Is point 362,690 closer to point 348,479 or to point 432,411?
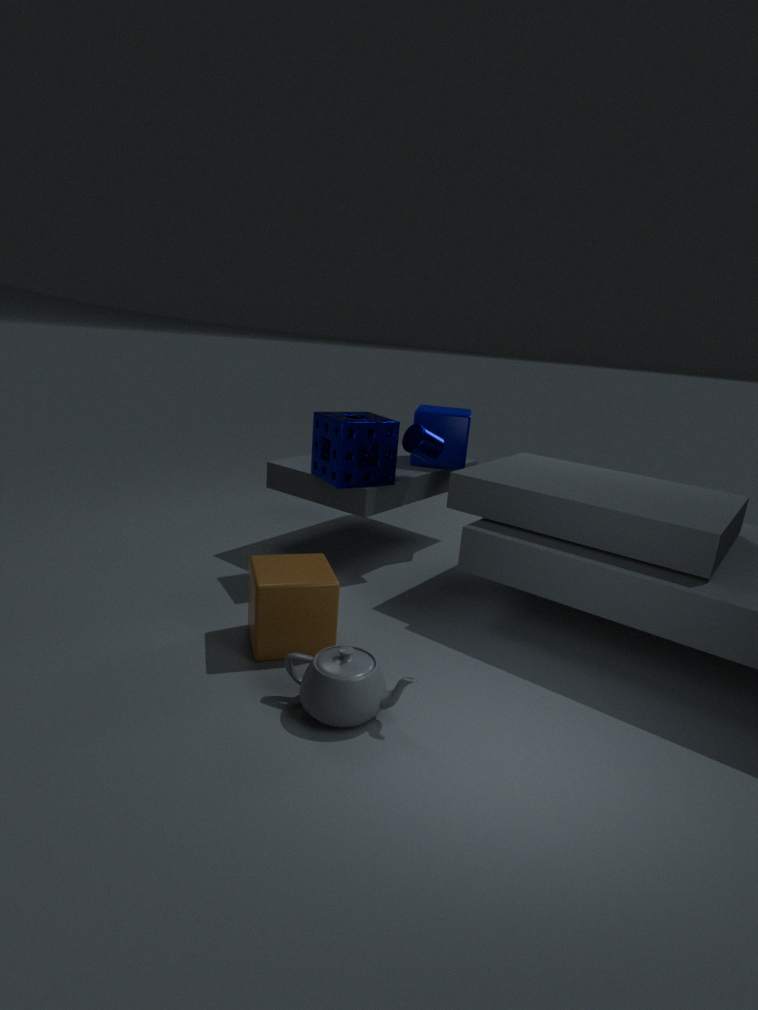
point 348,479
